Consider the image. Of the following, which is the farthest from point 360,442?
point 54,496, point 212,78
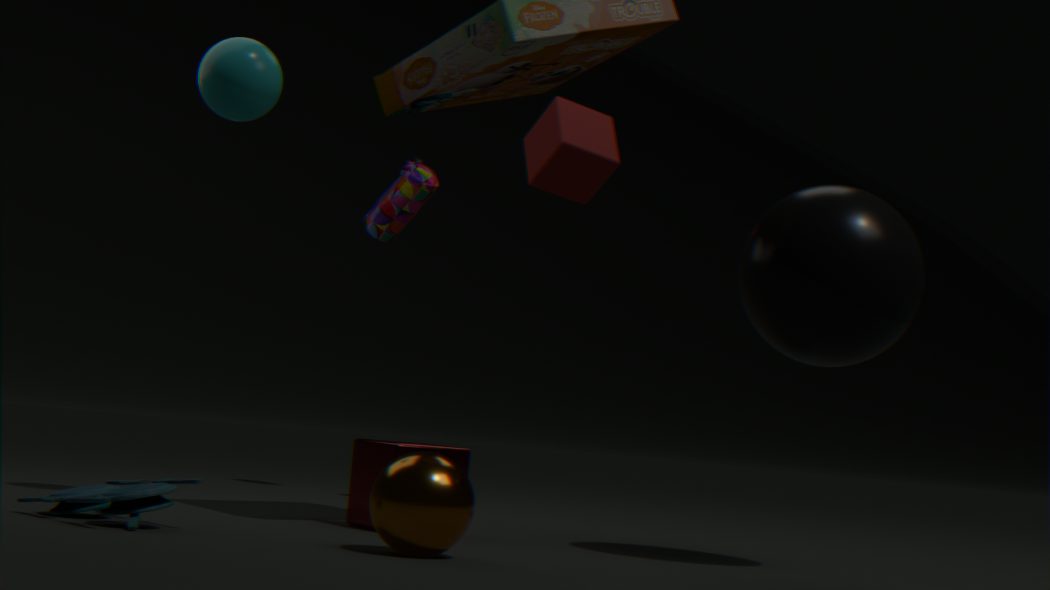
point 212,78
